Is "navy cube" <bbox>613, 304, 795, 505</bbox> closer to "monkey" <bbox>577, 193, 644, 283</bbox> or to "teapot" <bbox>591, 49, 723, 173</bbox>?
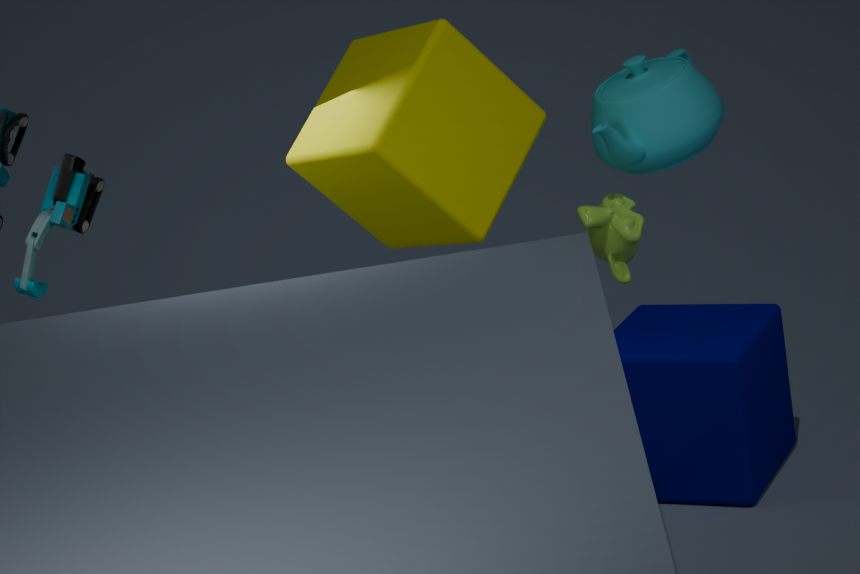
"monkey" <bbox>577, 193, 644, 283</bbox>
